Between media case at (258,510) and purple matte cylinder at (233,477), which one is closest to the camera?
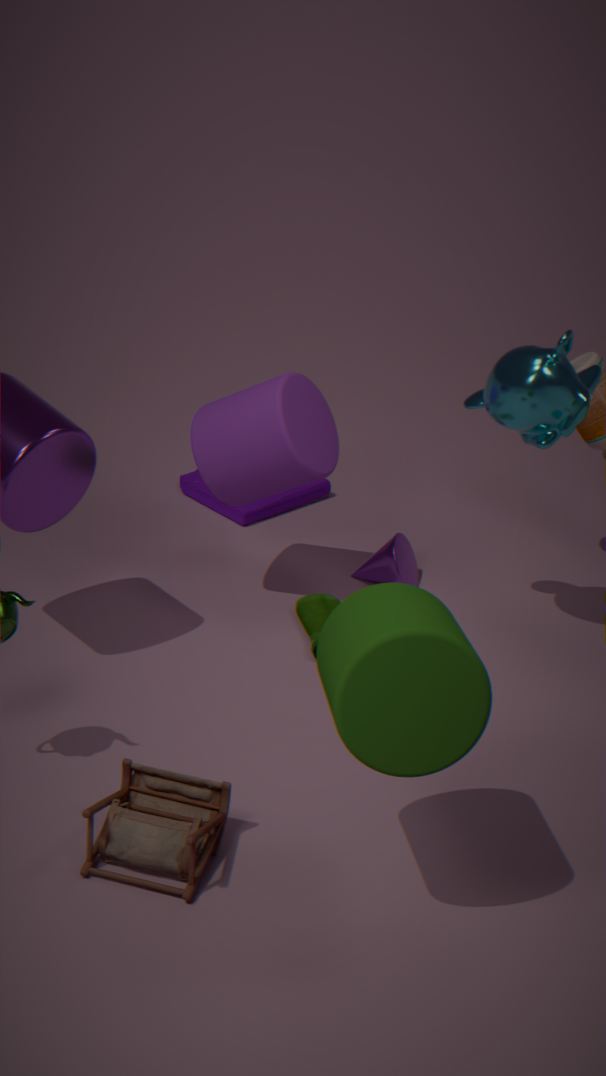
purple matte cylinder at (233,477)
